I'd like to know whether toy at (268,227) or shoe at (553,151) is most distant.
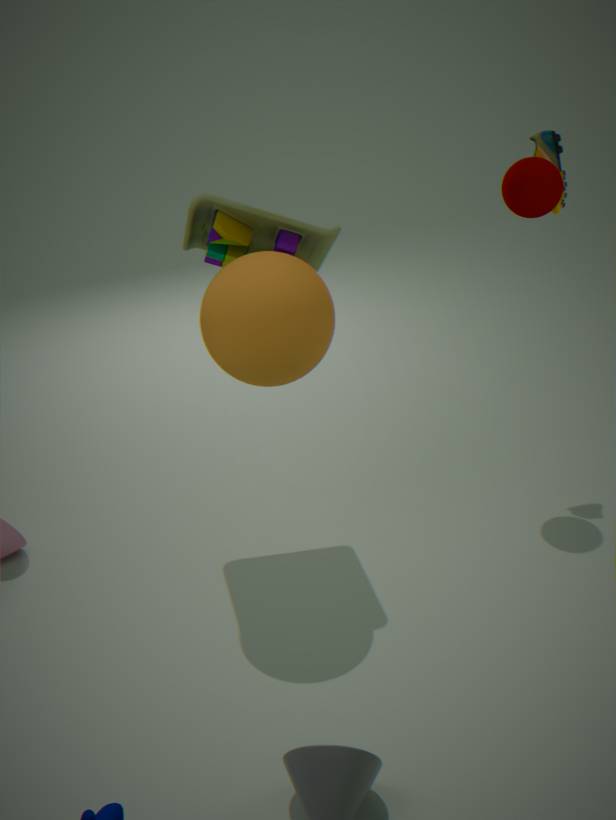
shoe at (553,151)
